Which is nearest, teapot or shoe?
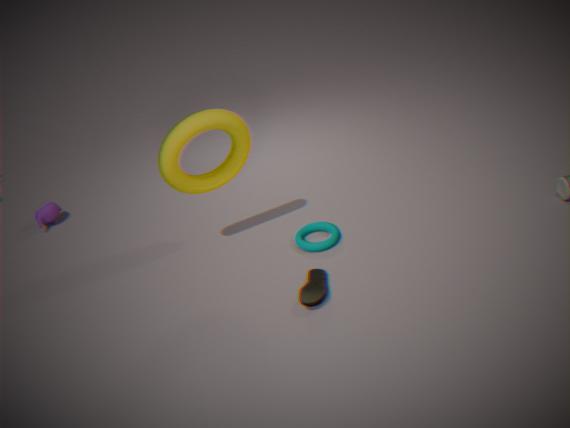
shoe
